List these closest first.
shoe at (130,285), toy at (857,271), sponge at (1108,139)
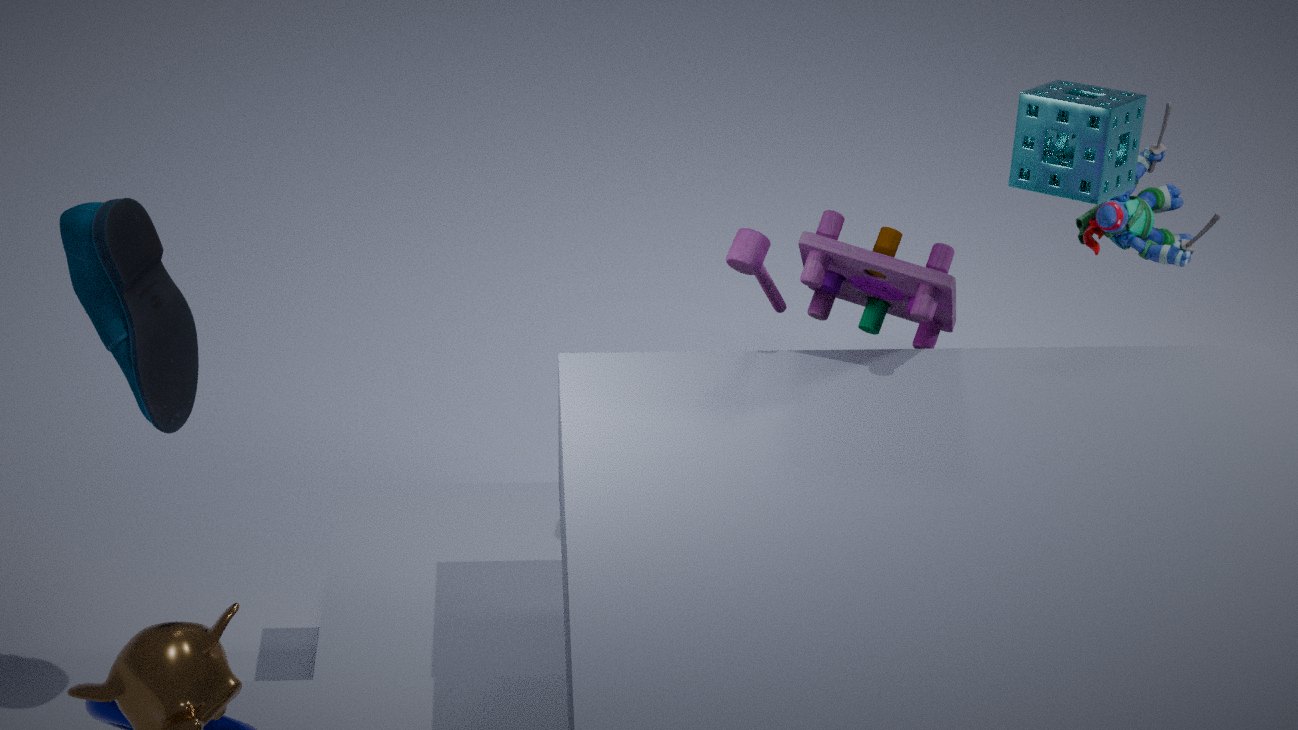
toy at (857,271)
shoe at (130,285)
sponge at (1108,139)
